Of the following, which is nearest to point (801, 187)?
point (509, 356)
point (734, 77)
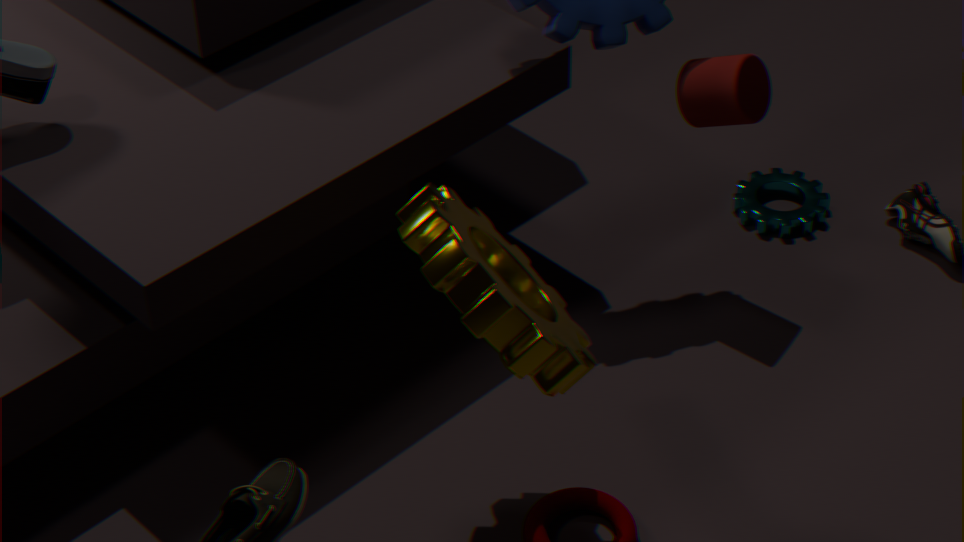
point (734, 77)
